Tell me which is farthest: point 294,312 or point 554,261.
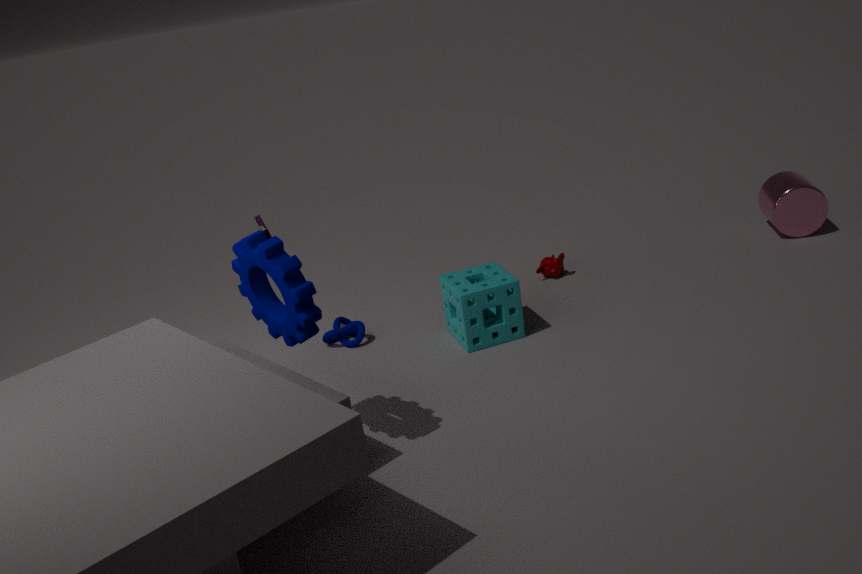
point 554,261
